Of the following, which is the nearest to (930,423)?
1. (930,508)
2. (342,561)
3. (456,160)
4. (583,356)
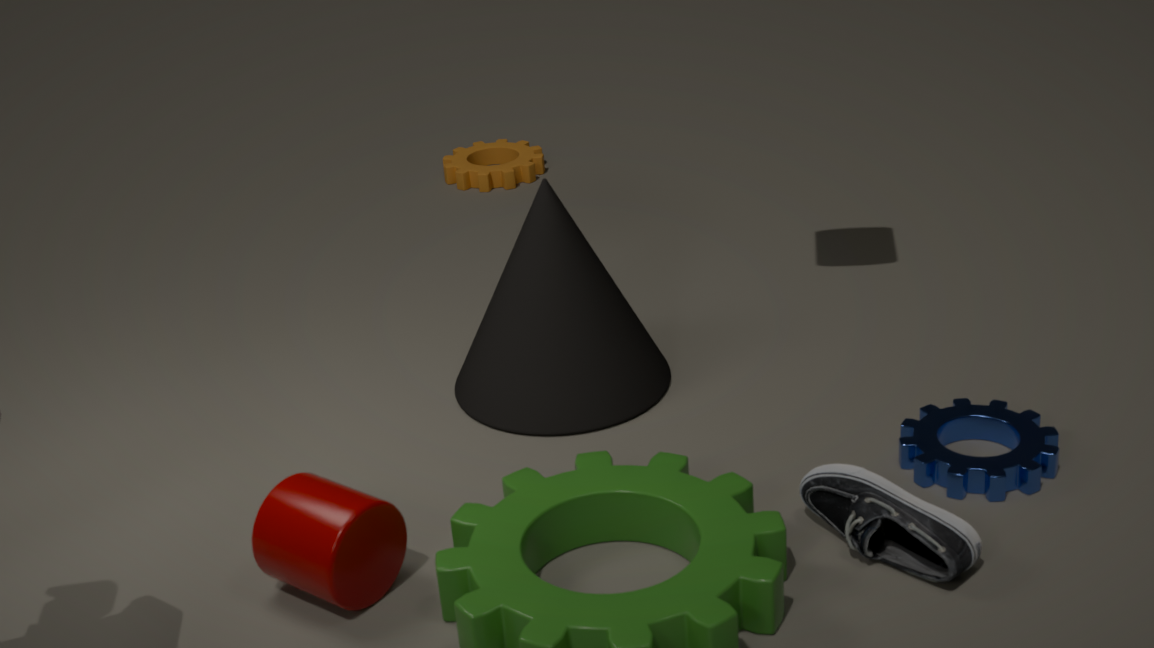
(930,508)
